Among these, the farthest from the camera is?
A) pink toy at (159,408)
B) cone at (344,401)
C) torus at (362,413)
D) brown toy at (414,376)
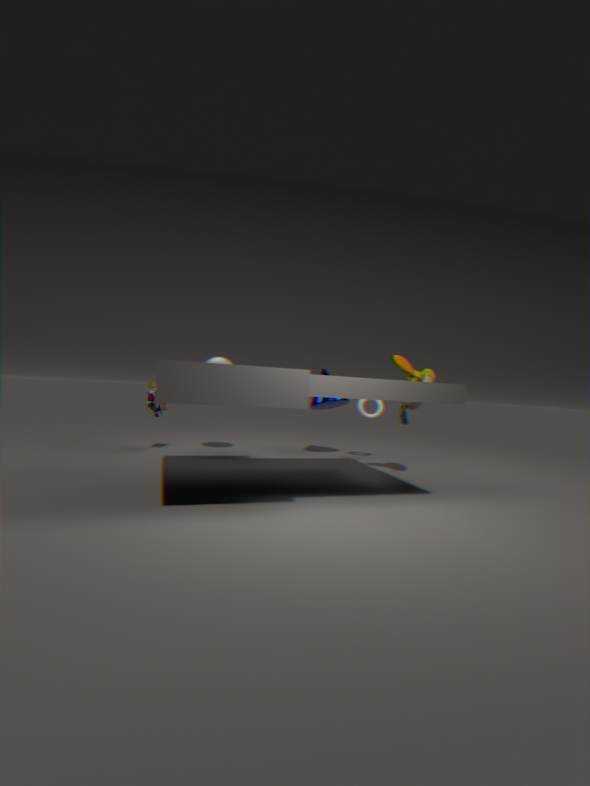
cone at (344,401)
